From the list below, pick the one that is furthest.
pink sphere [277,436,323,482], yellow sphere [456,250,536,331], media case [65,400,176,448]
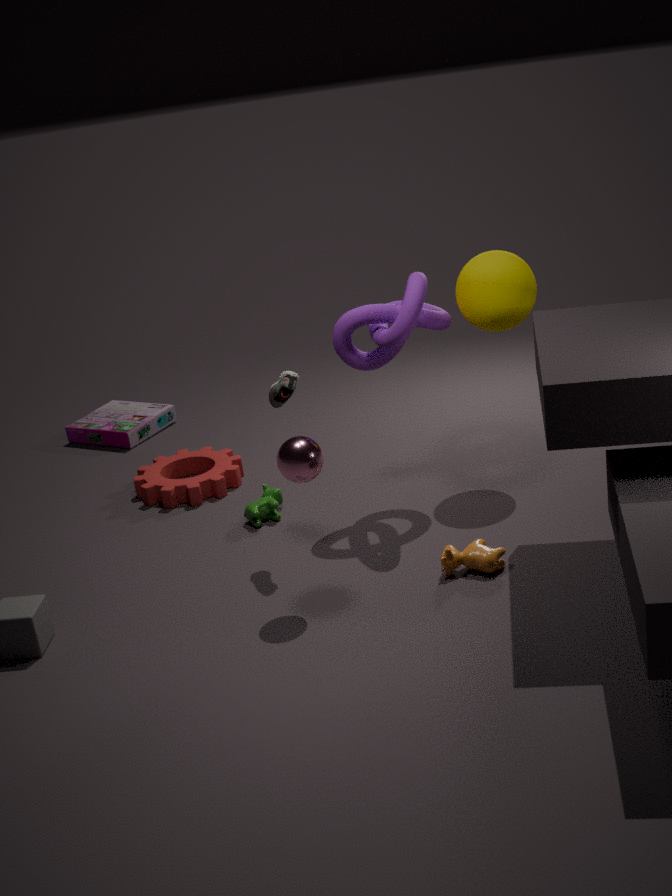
media case [65,400,176,448]
